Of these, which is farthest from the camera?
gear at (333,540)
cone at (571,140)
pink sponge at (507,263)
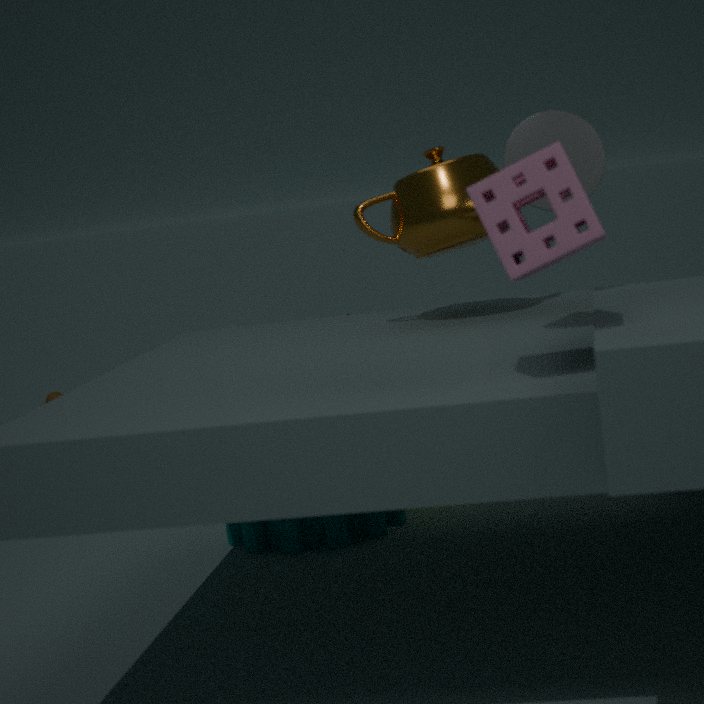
gear at (333,540)
